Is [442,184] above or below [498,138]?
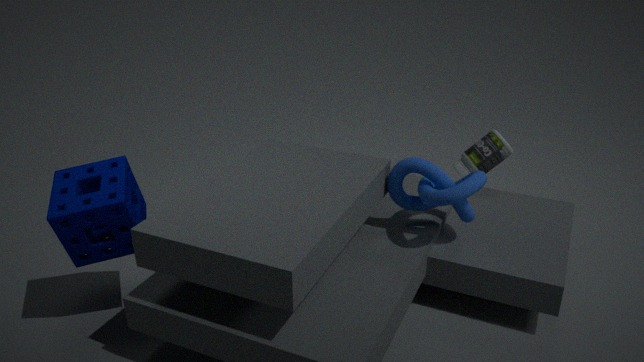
above
